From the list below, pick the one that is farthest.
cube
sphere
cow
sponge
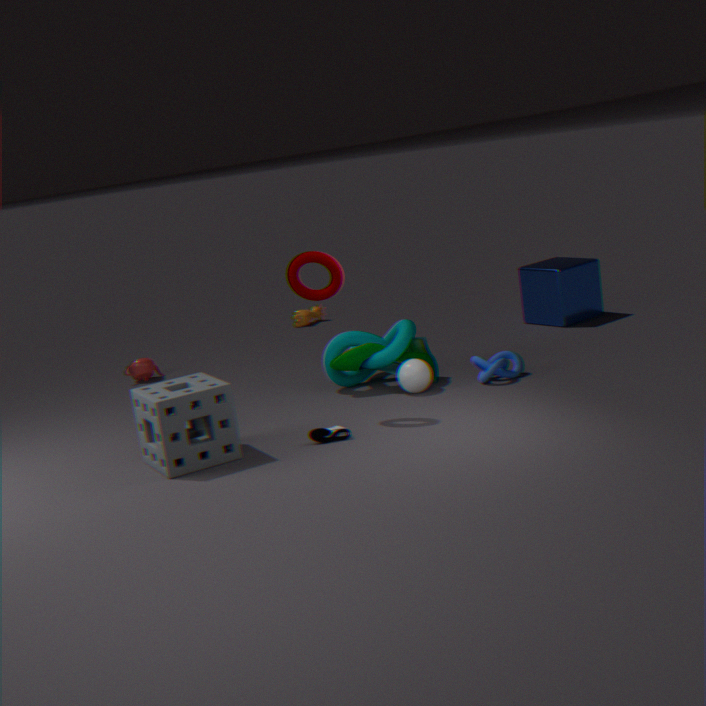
cow
